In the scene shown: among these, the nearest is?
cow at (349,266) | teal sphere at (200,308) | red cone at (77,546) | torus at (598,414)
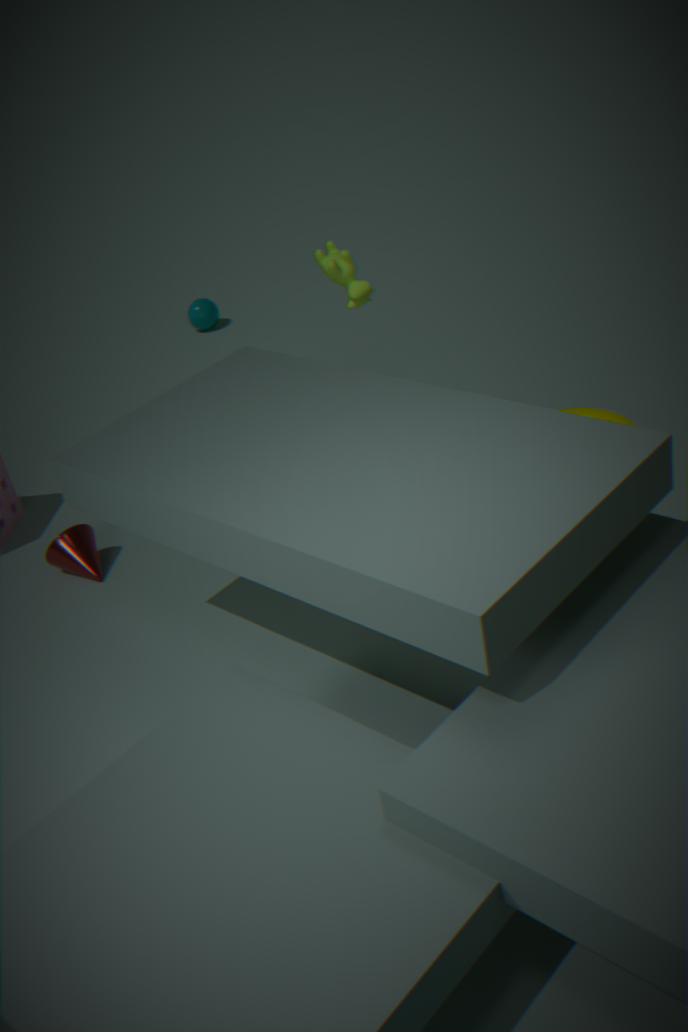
cow at (349,266)
